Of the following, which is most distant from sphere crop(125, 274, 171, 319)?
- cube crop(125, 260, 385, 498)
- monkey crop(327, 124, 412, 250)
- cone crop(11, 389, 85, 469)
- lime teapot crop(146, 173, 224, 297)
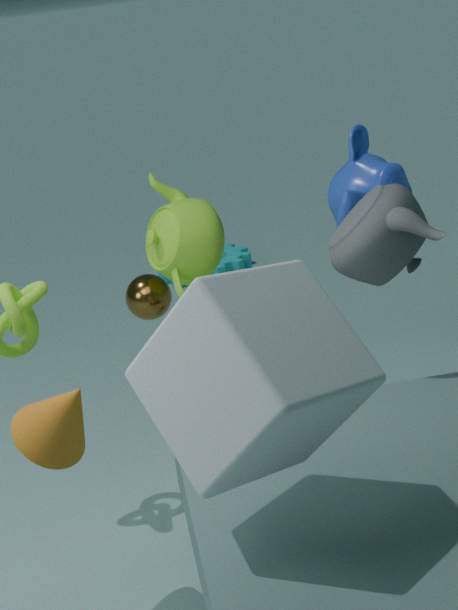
cube crop(125, 260, 385, 498)
